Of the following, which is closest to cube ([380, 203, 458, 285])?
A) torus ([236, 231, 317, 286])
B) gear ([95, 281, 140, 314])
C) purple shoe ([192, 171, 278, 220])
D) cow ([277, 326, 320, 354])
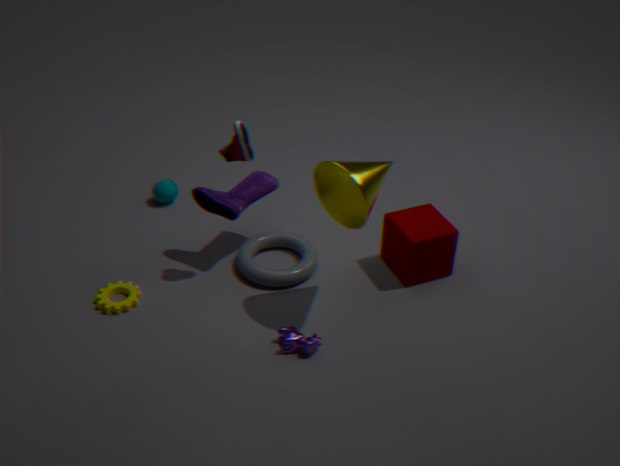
torus ([236, 231, 317, 286])
